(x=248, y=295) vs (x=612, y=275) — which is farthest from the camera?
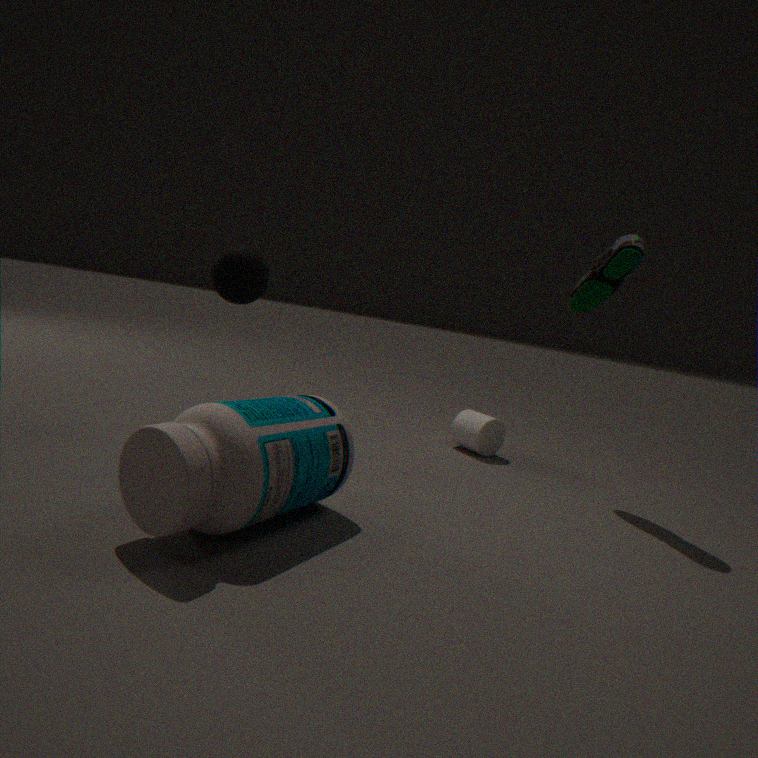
(x=612, y=275)
